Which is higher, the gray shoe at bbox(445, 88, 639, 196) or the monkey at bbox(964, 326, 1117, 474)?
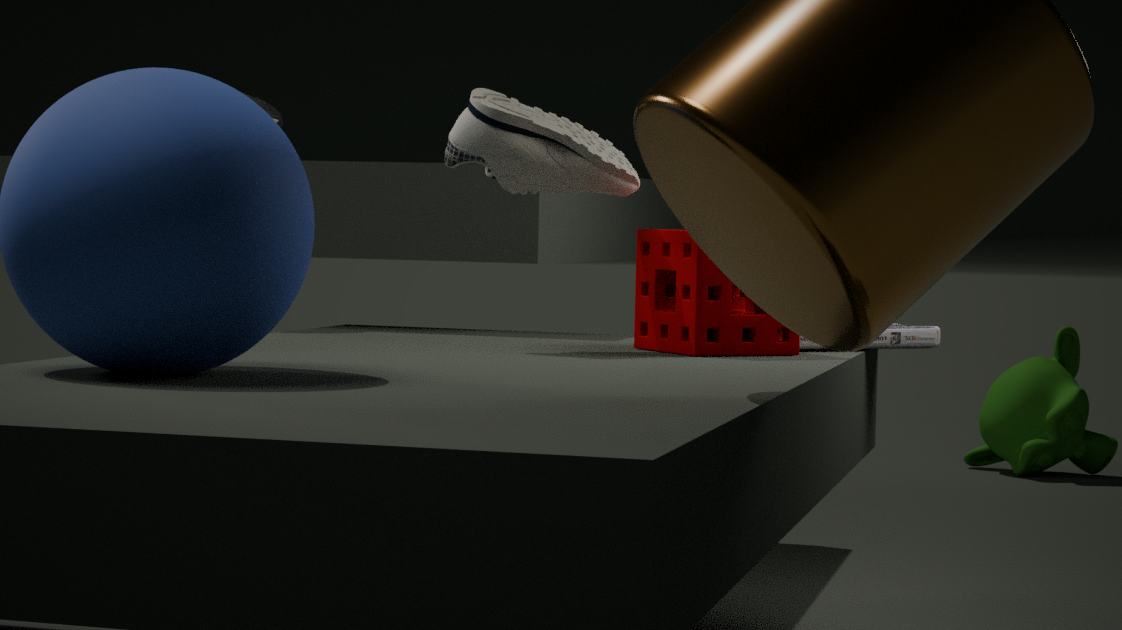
the gray shoe at bbox(445, 88, 639, 196)
